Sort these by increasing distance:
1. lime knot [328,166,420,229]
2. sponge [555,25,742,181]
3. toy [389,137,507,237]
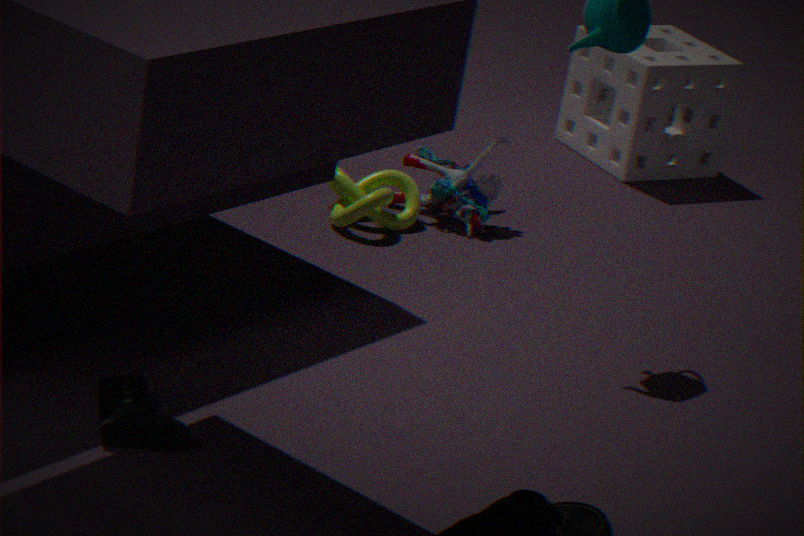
lime knot [328,166,420,229] → toy [389,137,507,237] → sponge [555,25,742,181]
